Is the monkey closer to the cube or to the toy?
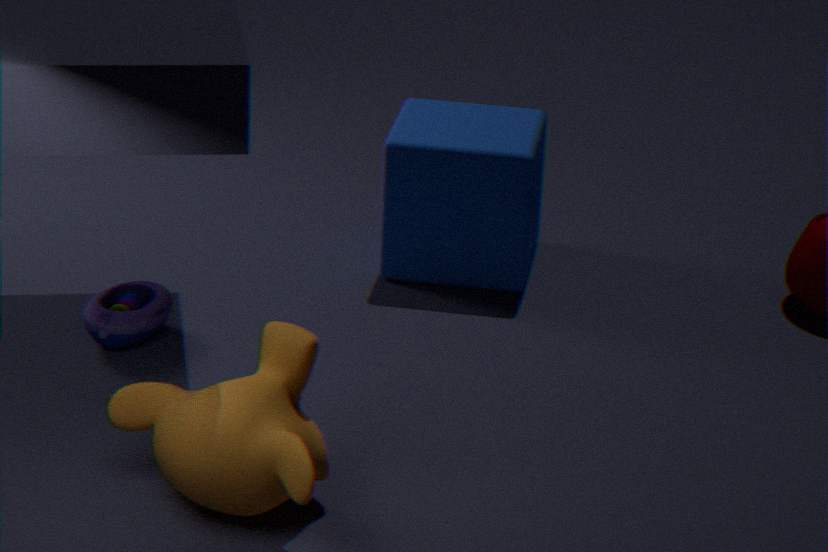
the toy
